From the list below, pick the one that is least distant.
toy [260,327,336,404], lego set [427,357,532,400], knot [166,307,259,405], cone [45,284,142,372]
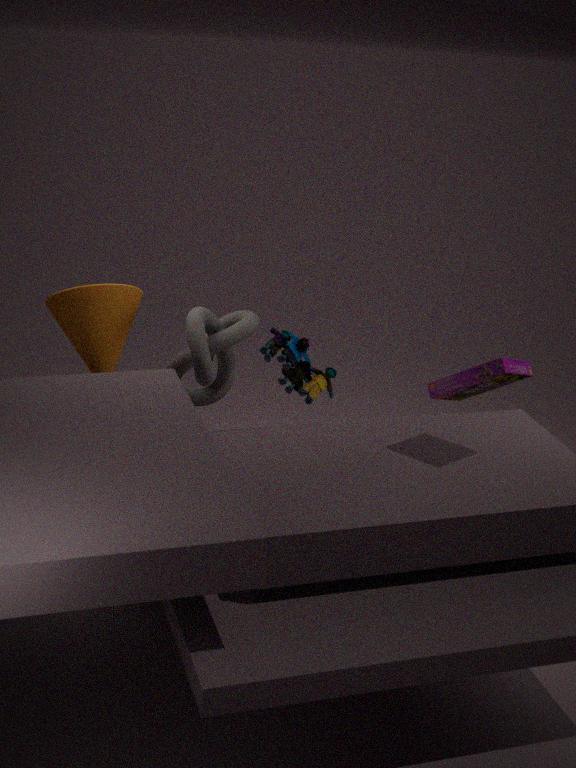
lego set [427,357,532,400]
